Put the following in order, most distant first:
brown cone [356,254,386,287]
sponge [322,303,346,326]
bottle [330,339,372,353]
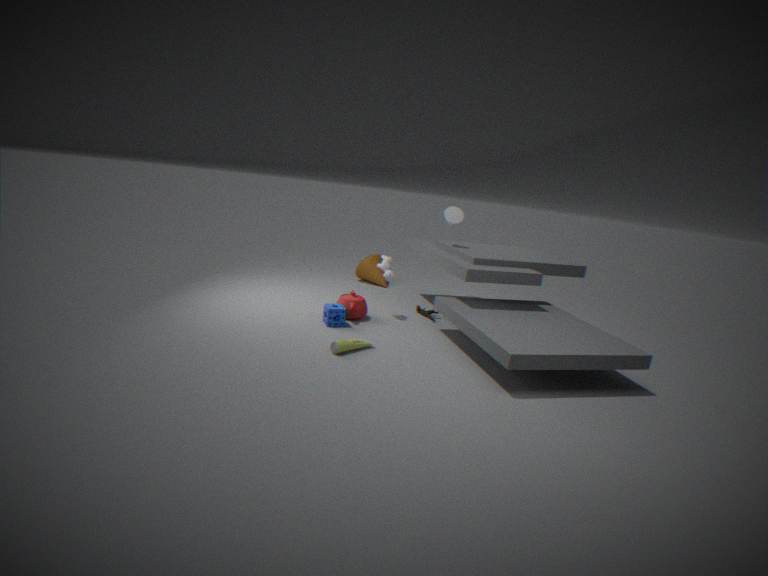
1. brown cone [356,254,386,287]
2. sponge [322,303,346,326]
3. bottle [330,339,372,353]
